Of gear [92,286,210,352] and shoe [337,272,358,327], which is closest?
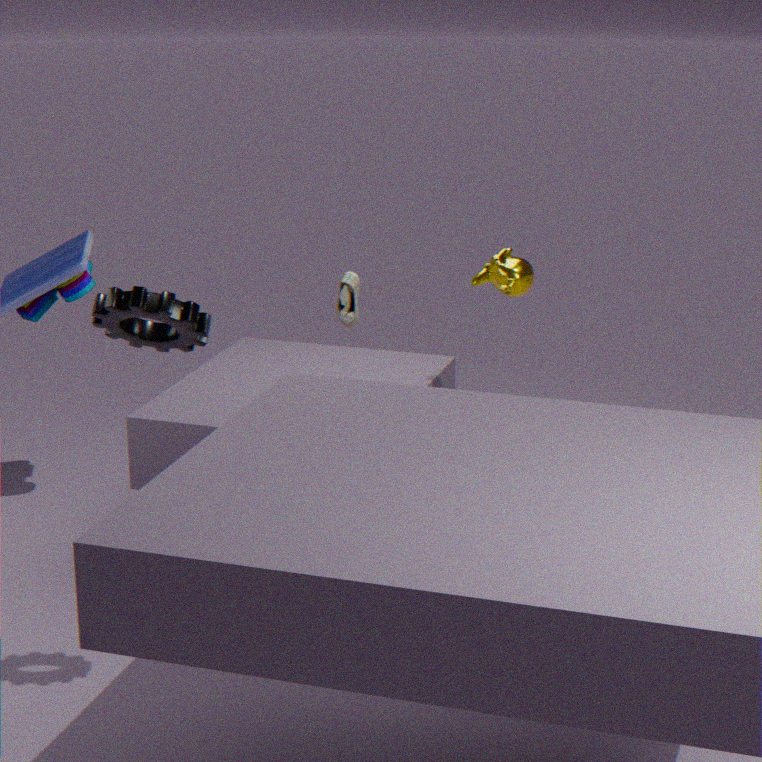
gear [92,286,210,352]
